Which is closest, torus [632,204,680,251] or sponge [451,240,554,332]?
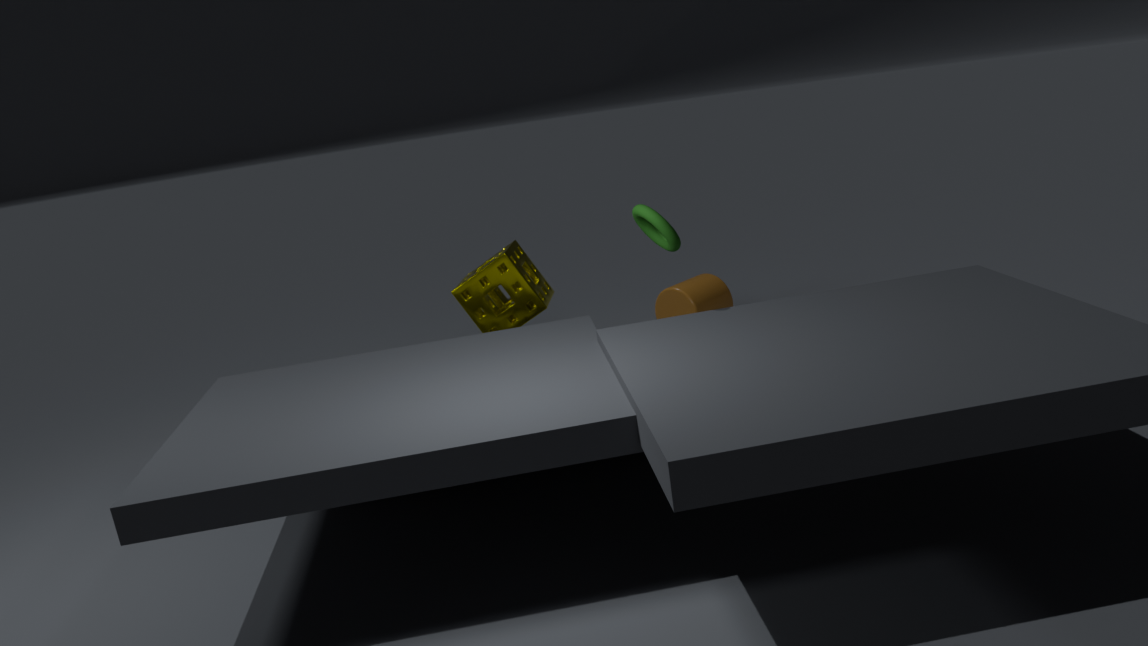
torus [632,204,680,251]
